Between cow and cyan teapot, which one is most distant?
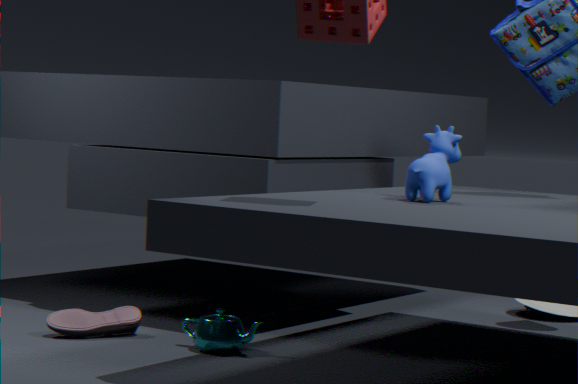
cyan teapot
